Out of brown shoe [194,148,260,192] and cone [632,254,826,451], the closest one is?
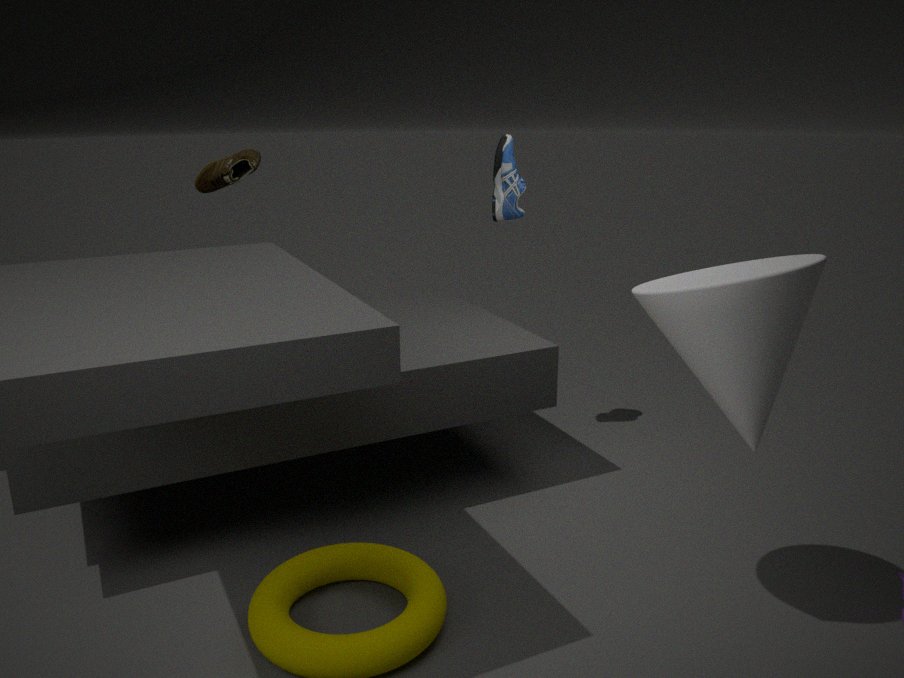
cone [632,254,826,451]
